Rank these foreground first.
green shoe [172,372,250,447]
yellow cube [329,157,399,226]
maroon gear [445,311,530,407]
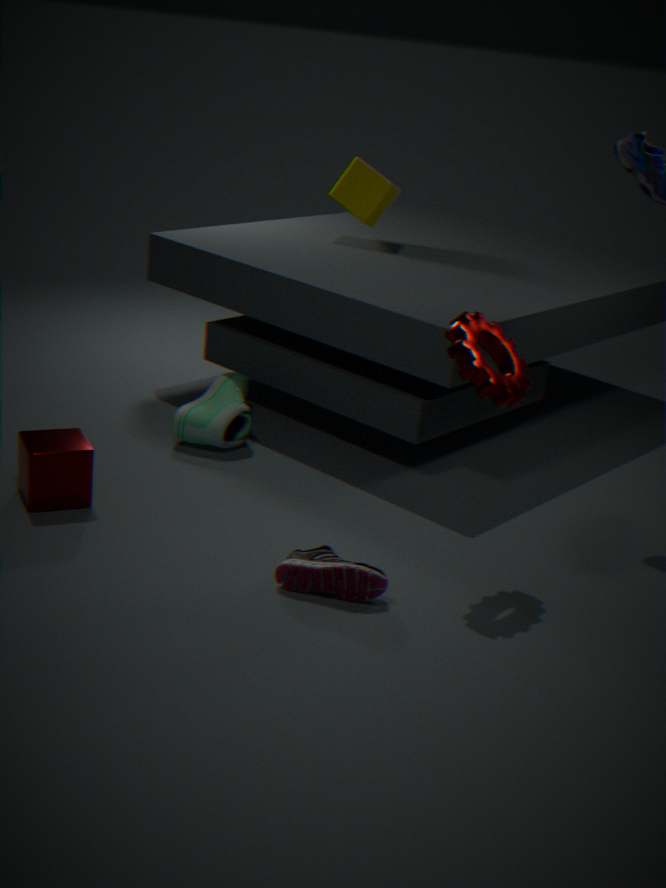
maroon gear [445,311,530,407], green shoe [172,372,250,447], yellow cube [329,157,399,226]
